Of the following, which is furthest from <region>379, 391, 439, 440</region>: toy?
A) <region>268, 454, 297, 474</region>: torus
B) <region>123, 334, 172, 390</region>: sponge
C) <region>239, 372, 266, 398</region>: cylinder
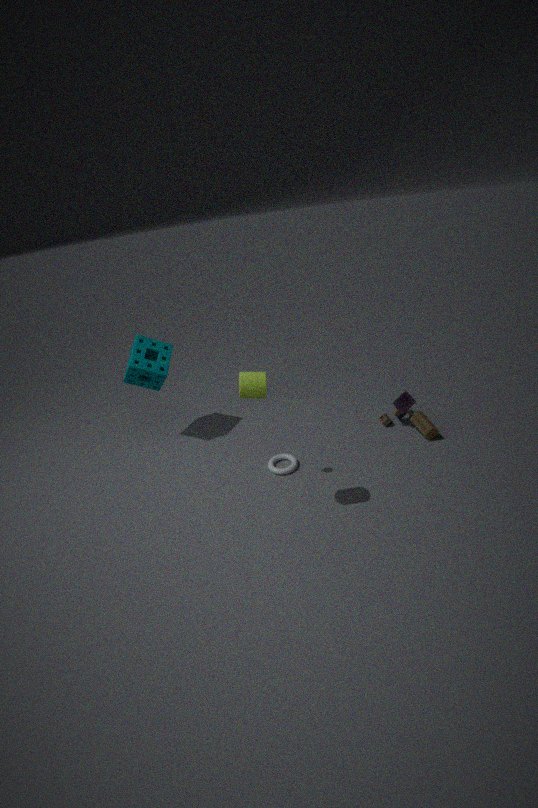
<region>123, 334, 172, 390</region>: sponge
